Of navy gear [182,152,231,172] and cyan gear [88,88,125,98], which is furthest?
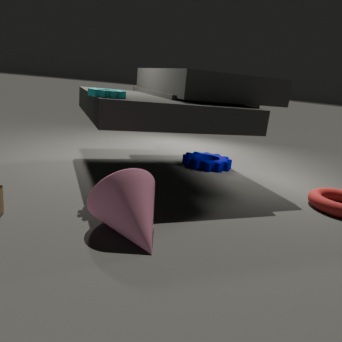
navy gear [182,152,231,172]
